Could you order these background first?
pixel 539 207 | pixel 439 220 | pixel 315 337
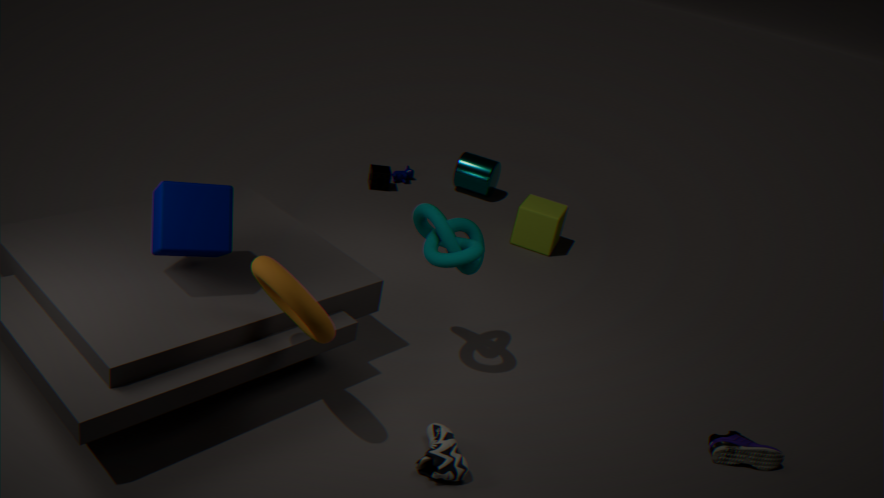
pixel 539 207 < pixel 439 220 < pixel 315 337
